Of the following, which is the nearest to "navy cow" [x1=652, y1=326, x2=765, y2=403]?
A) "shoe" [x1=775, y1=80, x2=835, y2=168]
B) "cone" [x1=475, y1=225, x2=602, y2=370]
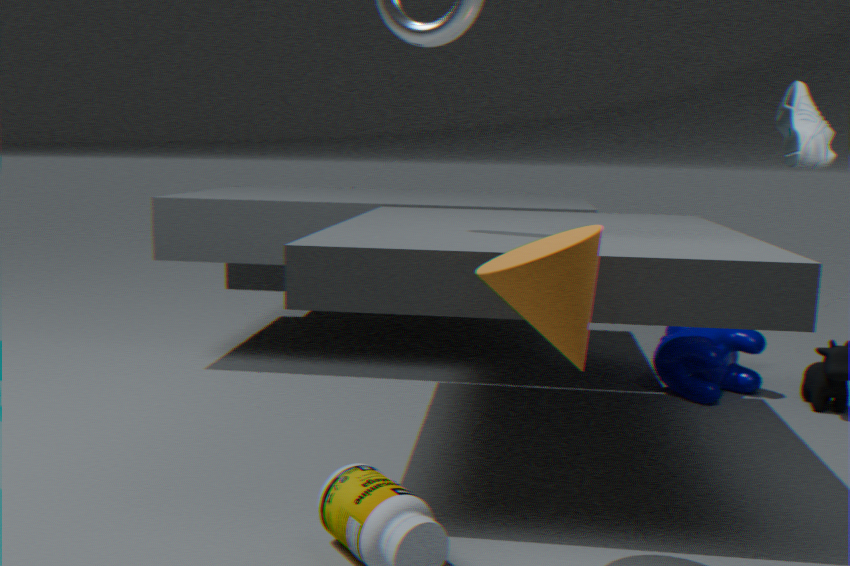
"shoe" [x1=775, y1=80, x2=835, y2=168]
